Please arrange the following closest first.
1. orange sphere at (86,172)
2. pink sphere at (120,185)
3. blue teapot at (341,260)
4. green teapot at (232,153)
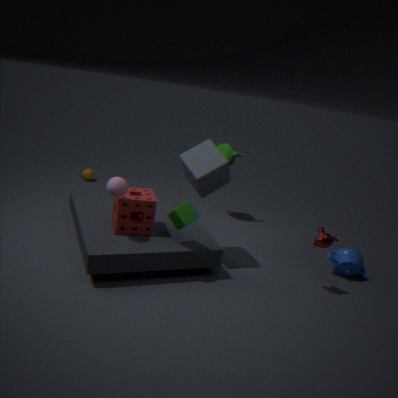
1. pink sphere at (120,185)
2. blue teapot at (341,260)
3. green teapot at (232,153)
4. orange sphere at (86,172)
